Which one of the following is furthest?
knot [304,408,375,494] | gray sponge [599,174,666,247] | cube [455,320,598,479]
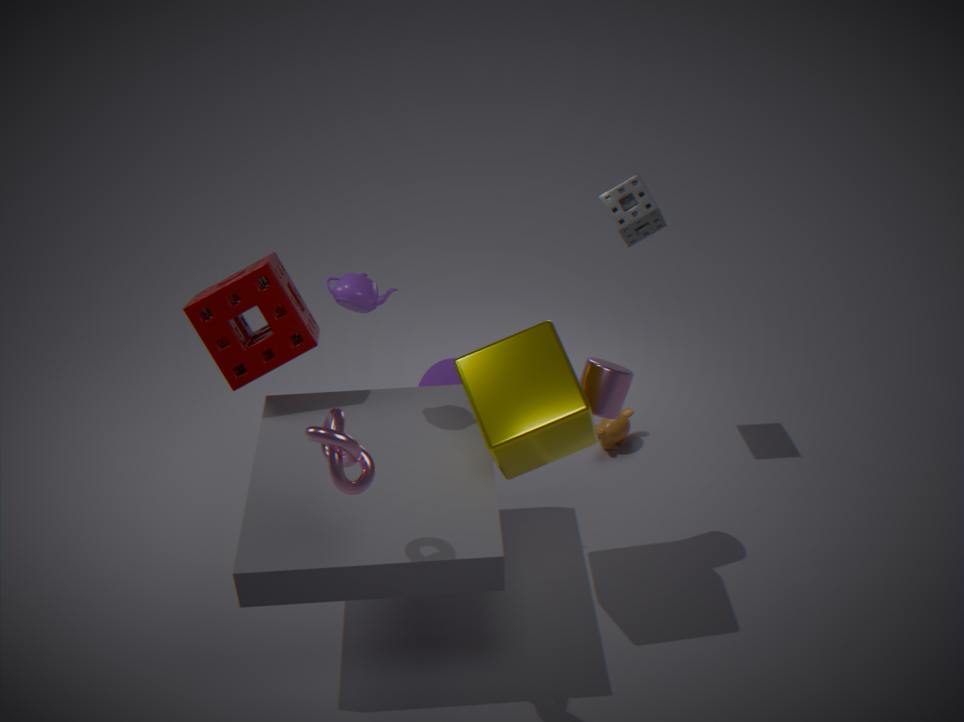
gray sponge [599,174,666,247]
